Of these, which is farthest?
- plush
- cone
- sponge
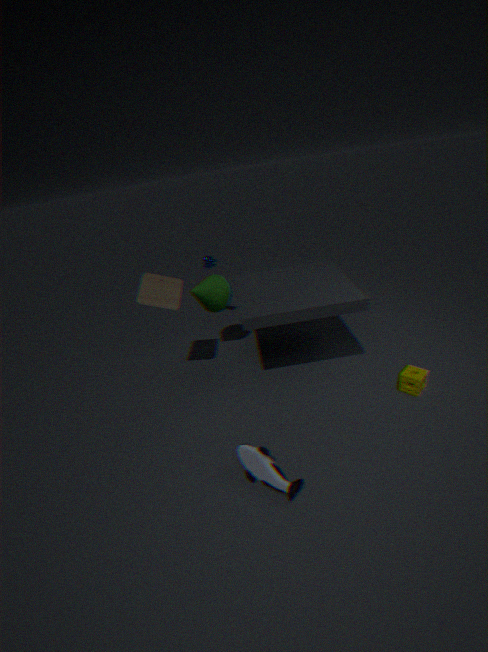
cone
